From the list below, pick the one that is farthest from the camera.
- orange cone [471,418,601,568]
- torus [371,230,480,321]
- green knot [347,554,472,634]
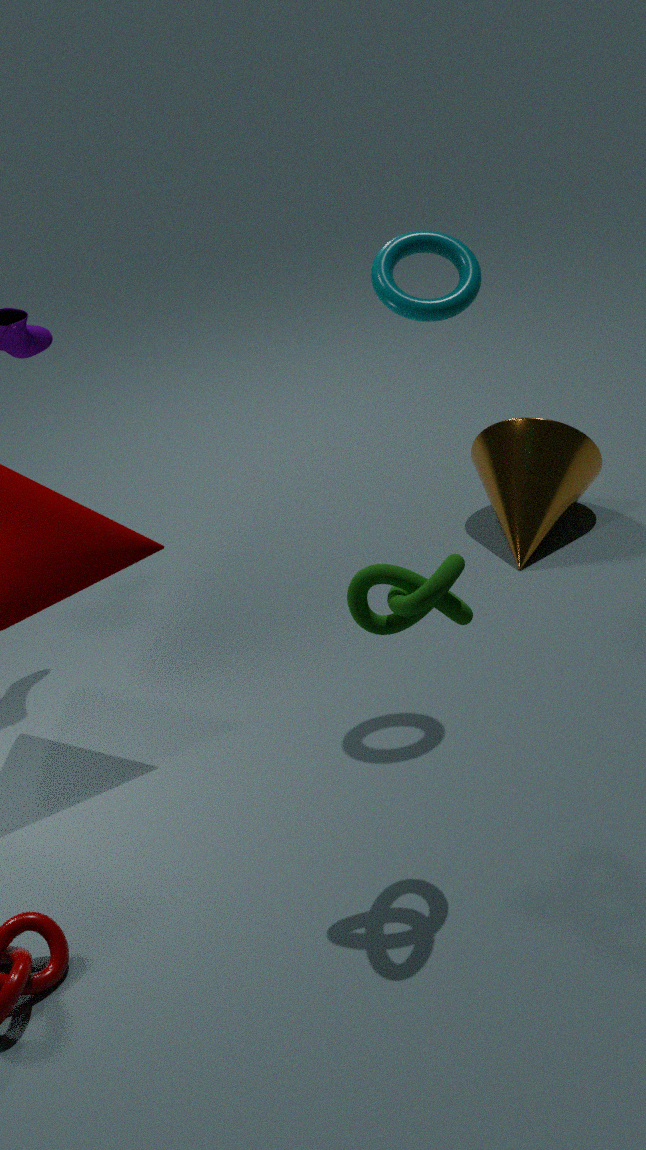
orange cone [471,418,601,568]
